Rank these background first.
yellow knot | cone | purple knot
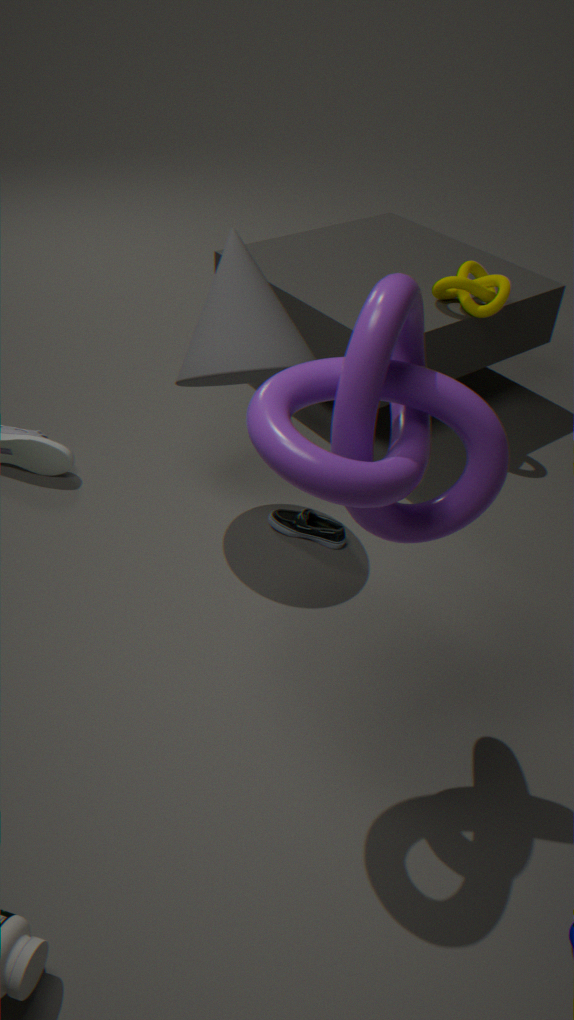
1. yellow knot
2. cone
3. purple knot
